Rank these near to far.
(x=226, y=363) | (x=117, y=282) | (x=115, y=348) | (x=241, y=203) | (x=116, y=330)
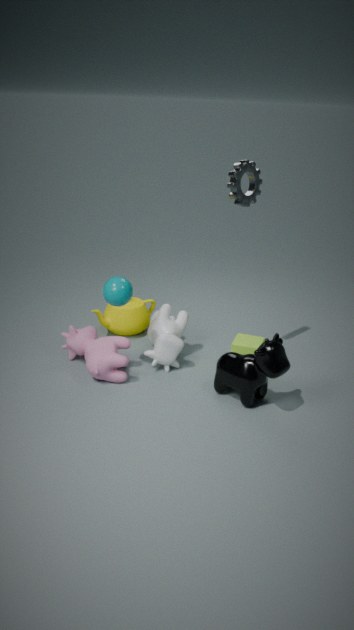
1. (x=226, y=363)
2. (x=117, y=282)
3. (x=241, y=203)
4. (x=115, y=348)
5. (x=116, y=330)
